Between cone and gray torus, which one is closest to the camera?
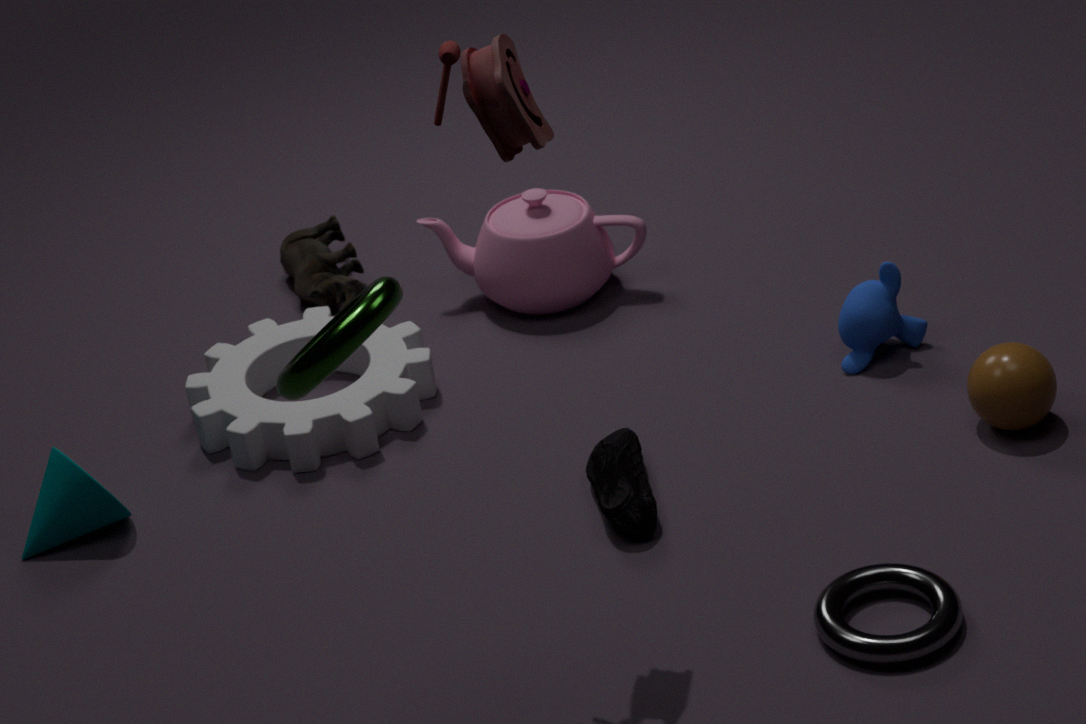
gray torus
